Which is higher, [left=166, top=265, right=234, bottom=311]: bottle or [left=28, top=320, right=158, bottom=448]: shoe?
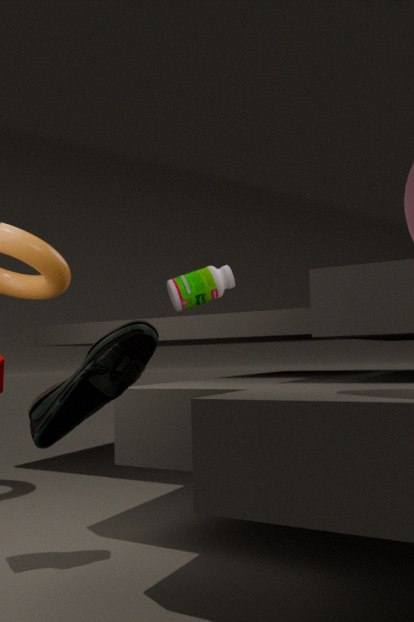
[left=166, top=265, right=234, bottom=311]: bottle
